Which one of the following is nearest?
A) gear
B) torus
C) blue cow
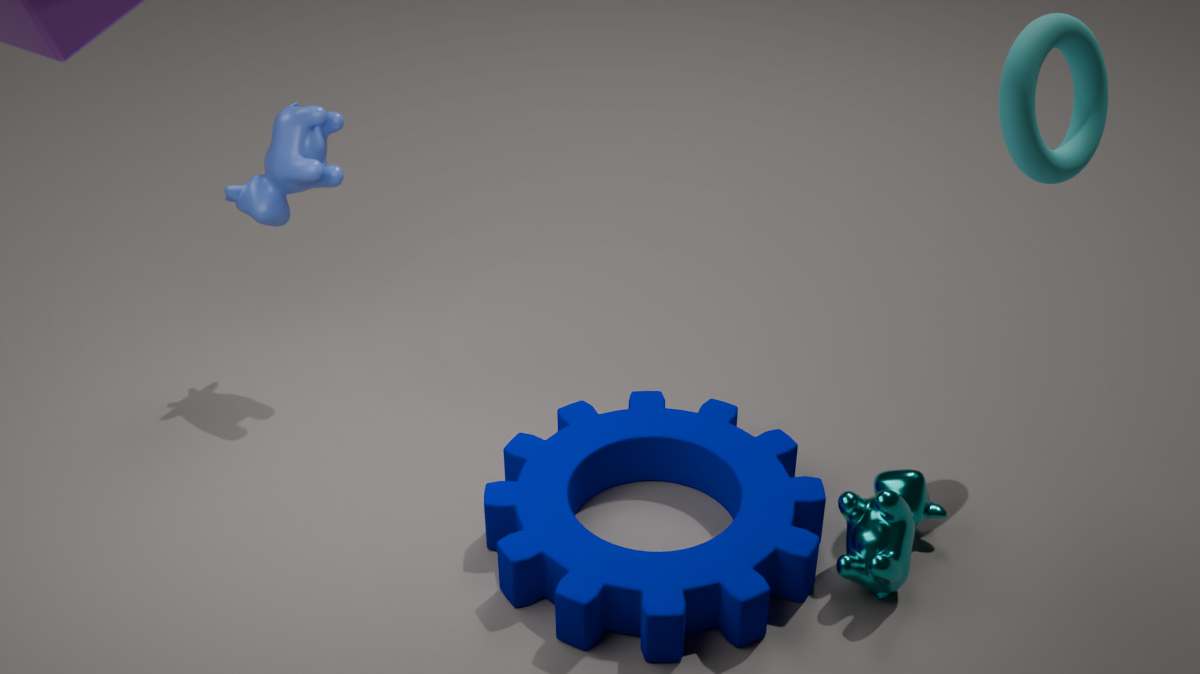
gear
